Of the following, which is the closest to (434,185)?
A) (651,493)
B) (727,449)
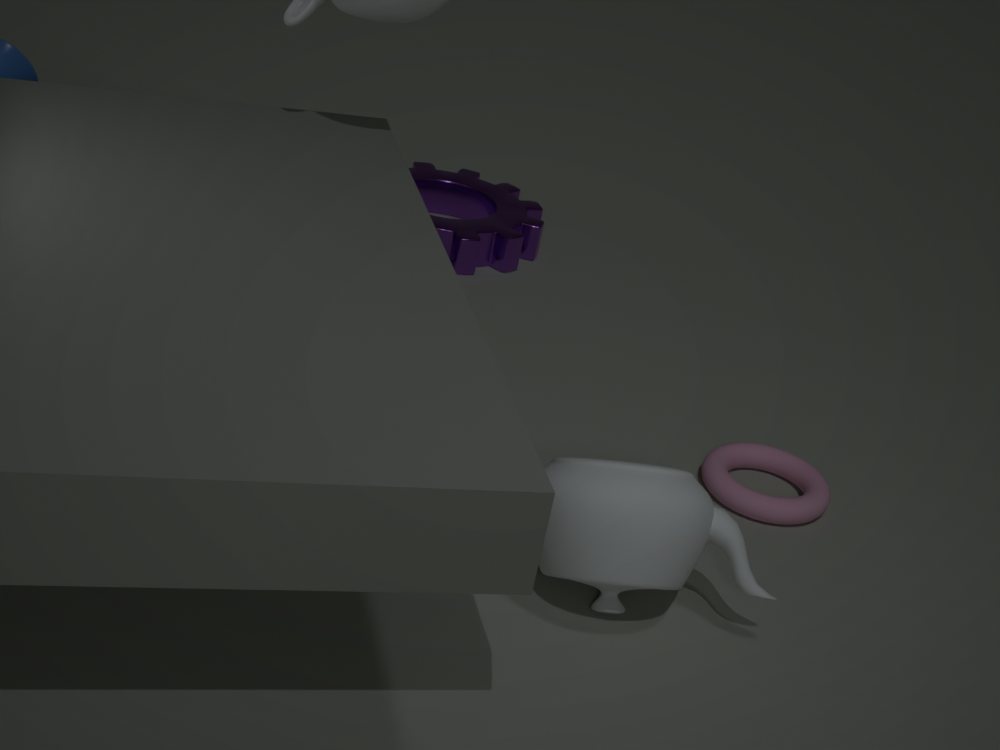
(727,449)
